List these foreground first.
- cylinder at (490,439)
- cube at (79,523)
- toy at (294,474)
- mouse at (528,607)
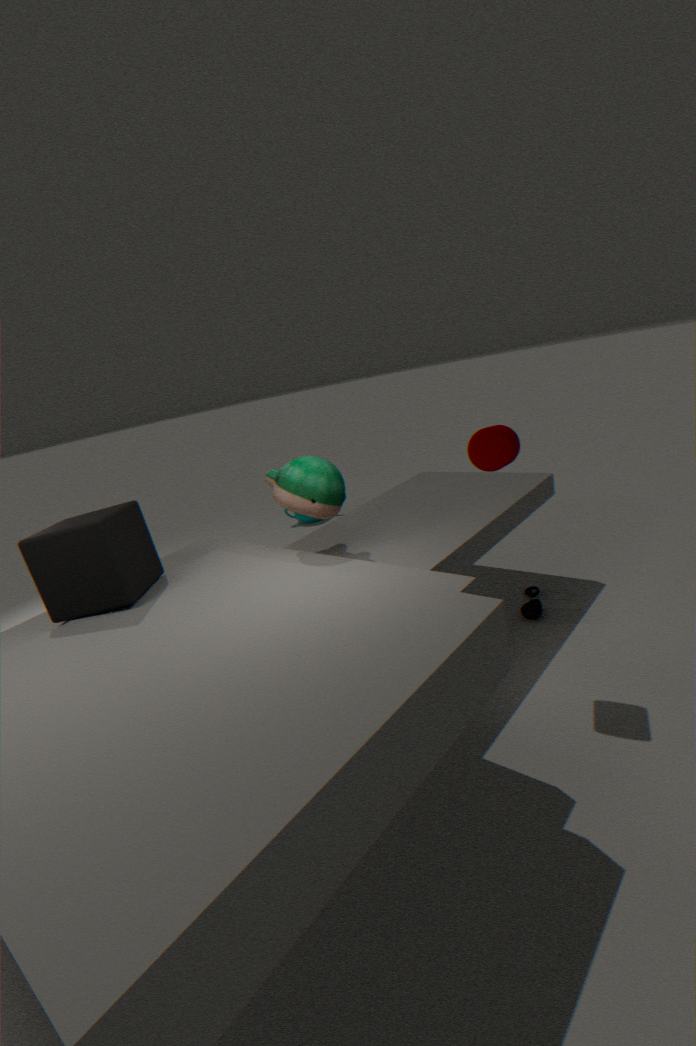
cube at (79,523), cylinder at (490,439), toy at (294,474), mouse at (528,607)
